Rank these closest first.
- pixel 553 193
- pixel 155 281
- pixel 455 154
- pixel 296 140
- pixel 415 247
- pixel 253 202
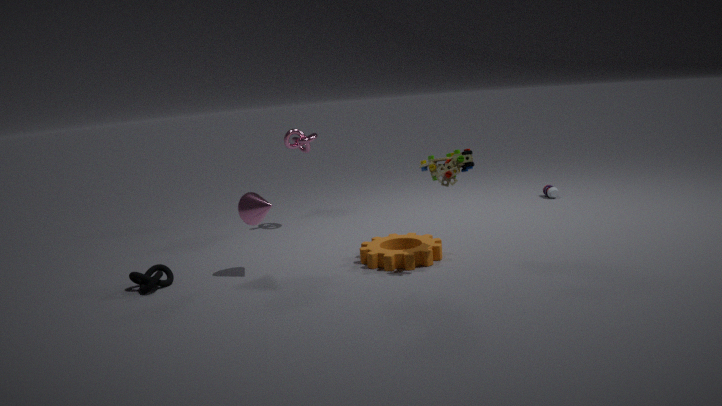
pixel 455 154, pixel 155 281, pixel 253 202, pixel 415 247, pixel 296 140, pixel 553 193
